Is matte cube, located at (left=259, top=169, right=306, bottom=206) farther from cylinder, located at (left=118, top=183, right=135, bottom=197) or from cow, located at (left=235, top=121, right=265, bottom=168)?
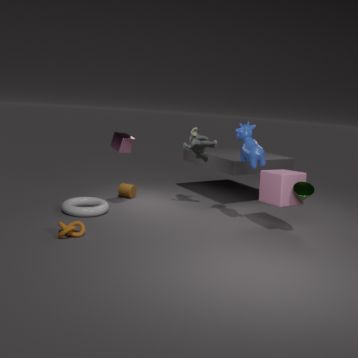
cylinder, located at (left=118, top=183, right=135, bottom=197)
